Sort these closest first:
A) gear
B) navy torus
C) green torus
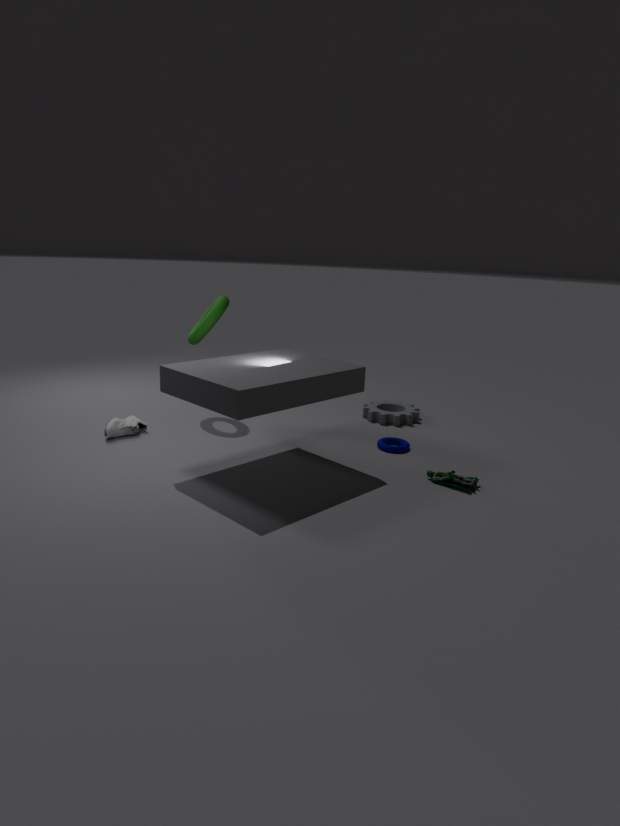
navy torus → green torus → gear
